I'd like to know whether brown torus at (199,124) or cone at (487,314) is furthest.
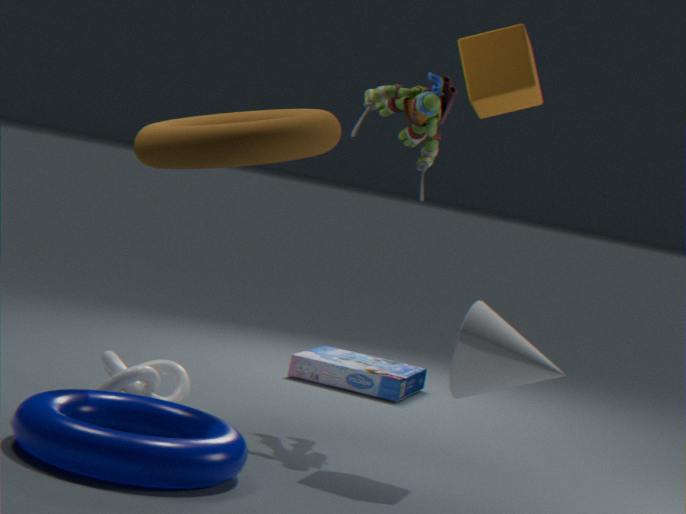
brown torus at (199,124)
